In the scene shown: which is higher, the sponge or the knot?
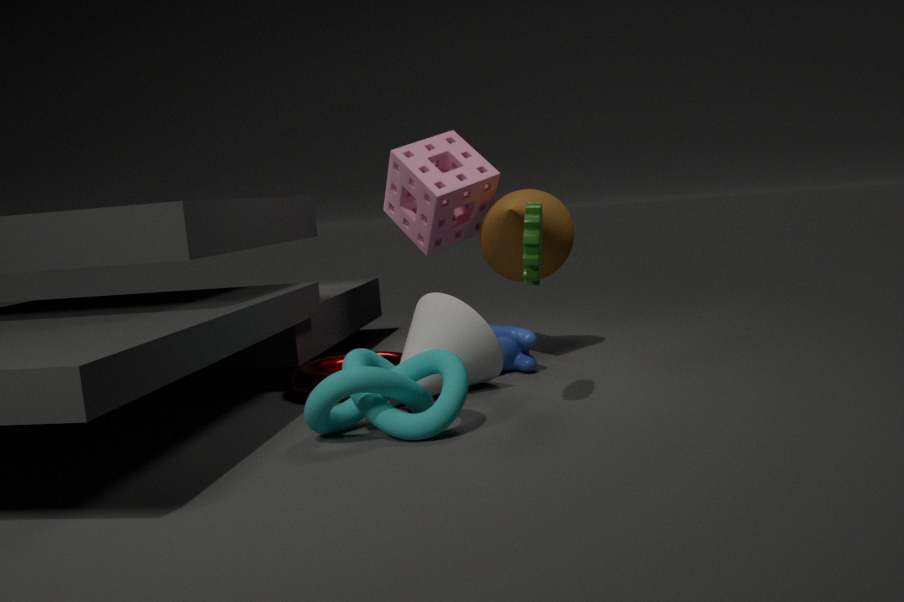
the sponge
